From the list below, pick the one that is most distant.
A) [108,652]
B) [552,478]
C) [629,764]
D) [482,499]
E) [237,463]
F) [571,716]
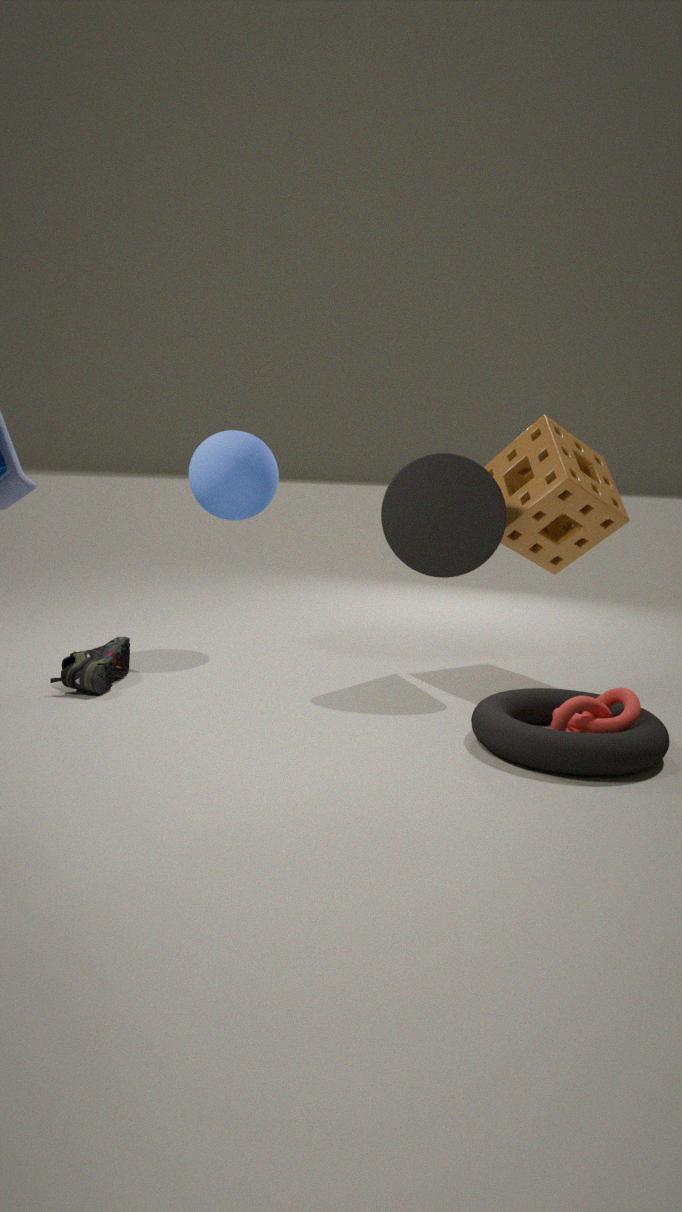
E. [237,463]
